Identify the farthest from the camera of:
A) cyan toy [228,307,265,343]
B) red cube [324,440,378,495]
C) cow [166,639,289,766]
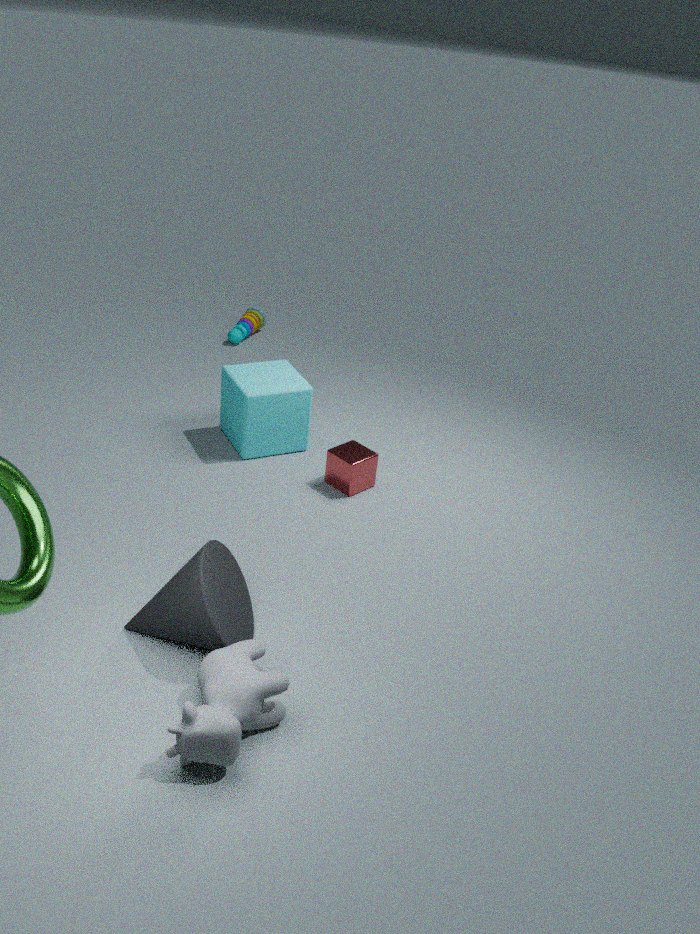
cyan toy [228,307,265,343]
